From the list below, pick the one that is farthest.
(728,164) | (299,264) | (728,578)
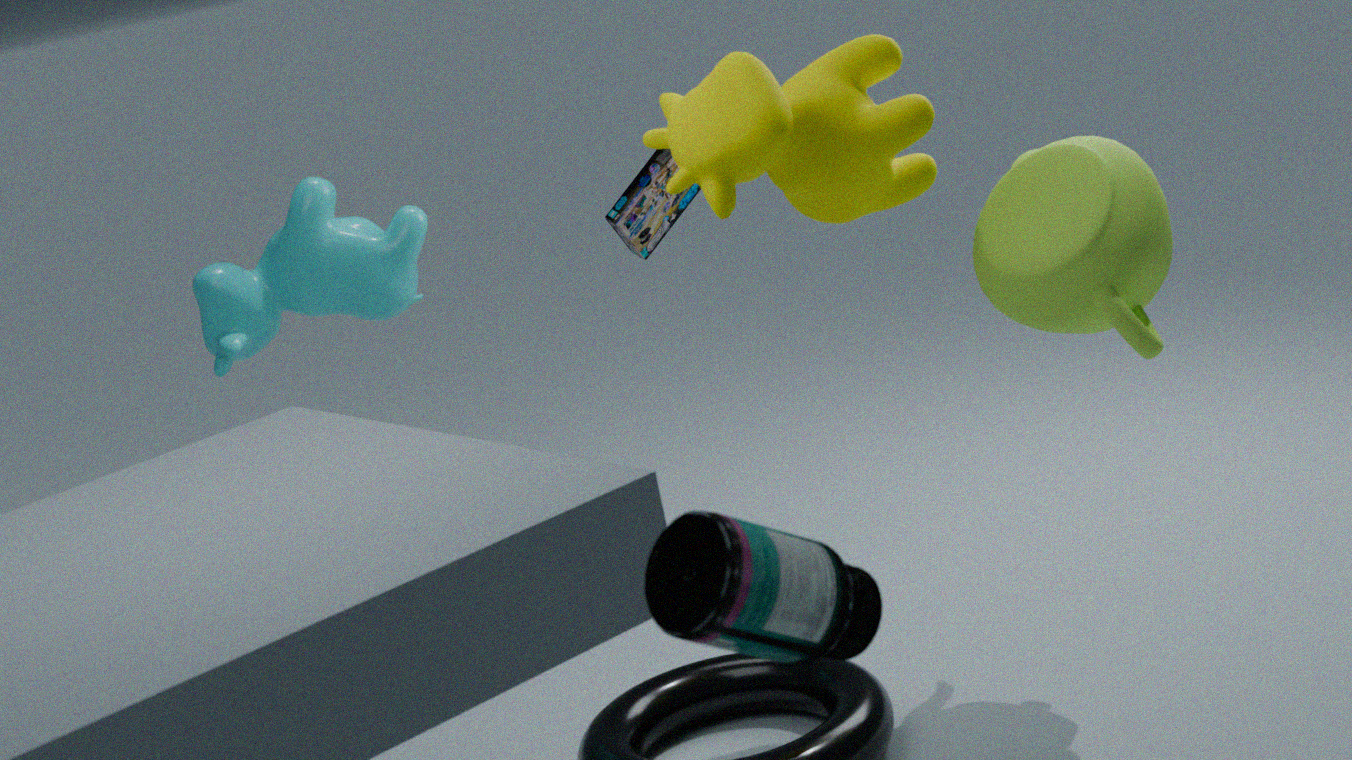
(299,264)
